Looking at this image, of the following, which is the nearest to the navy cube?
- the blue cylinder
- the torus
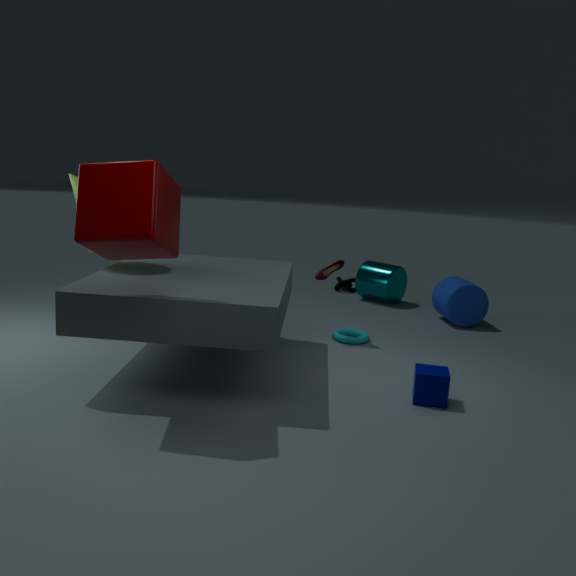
the torus
